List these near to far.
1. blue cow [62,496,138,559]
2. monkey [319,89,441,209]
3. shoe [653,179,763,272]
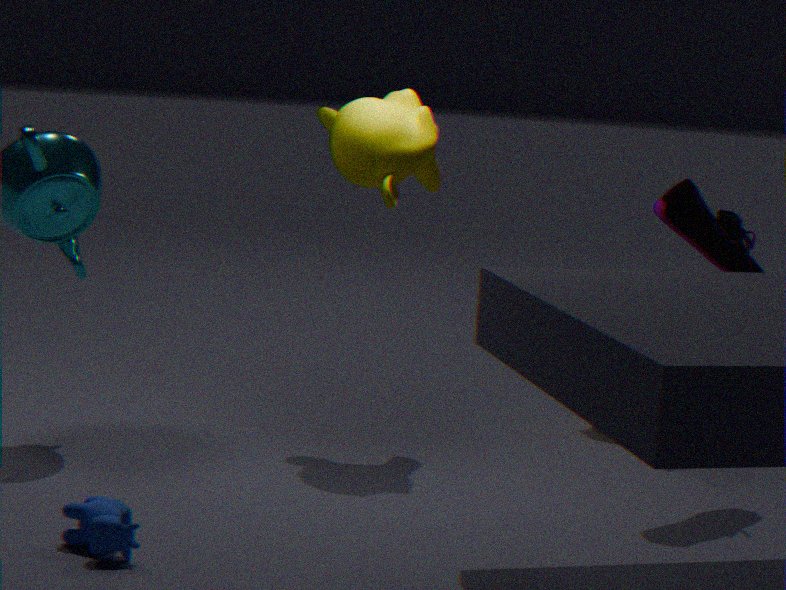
blue cow [62,496,138,559] < shoe [653,179,763,272] < monkey [319,89,441,209]
